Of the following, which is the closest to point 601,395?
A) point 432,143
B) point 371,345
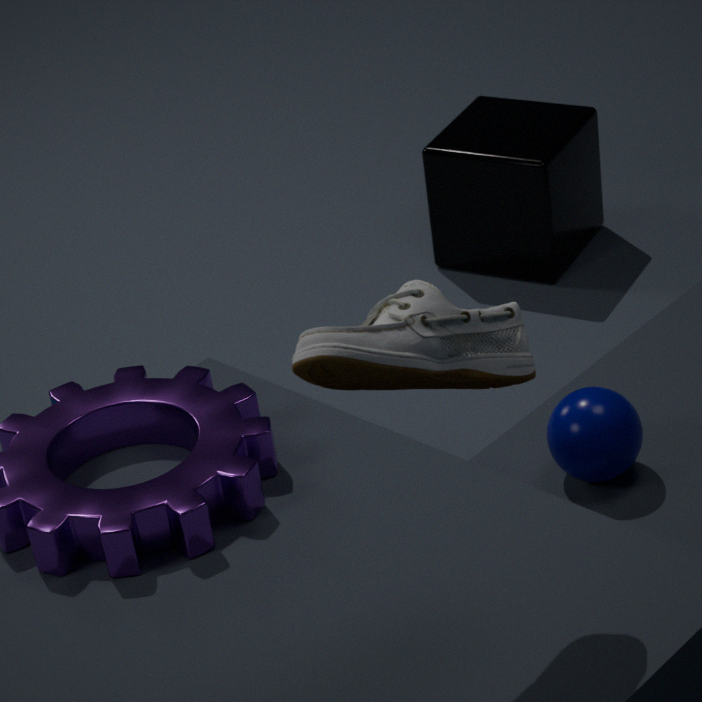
point 371,345
